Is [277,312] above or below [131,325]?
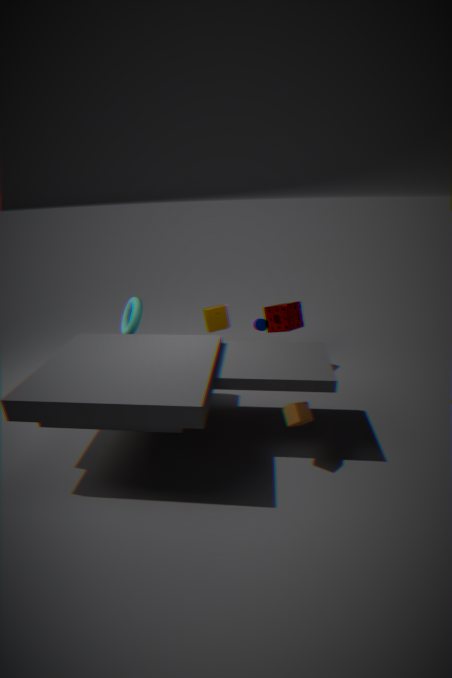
below
